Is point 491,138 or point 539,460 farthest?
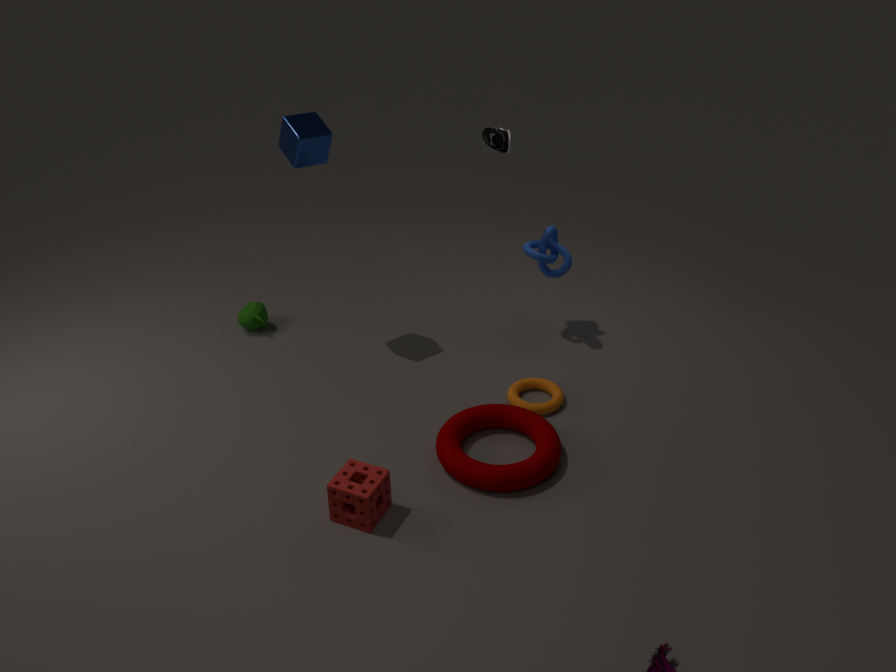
point 491,138
